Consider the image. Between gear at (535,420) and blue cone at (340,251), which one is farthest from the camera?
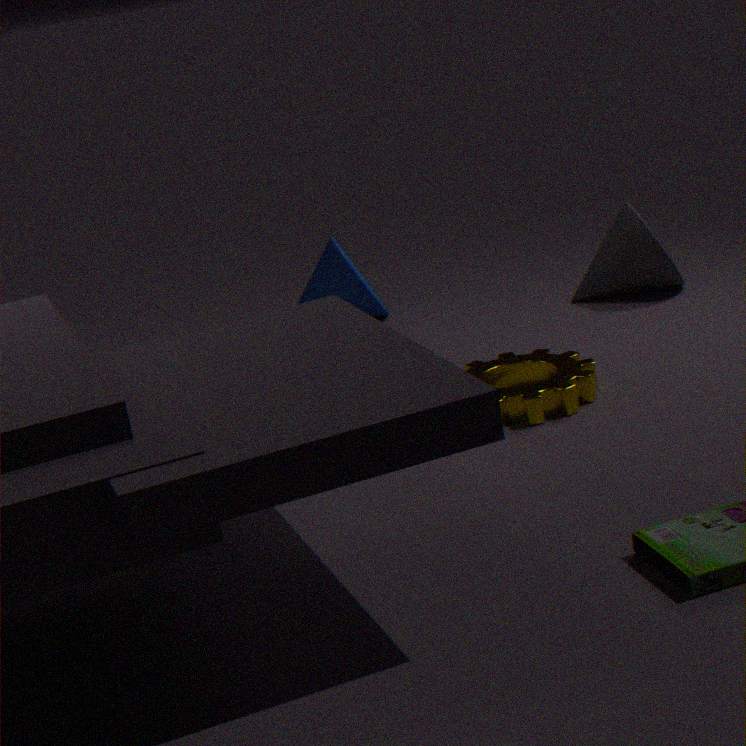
blue cone at (340,251)
